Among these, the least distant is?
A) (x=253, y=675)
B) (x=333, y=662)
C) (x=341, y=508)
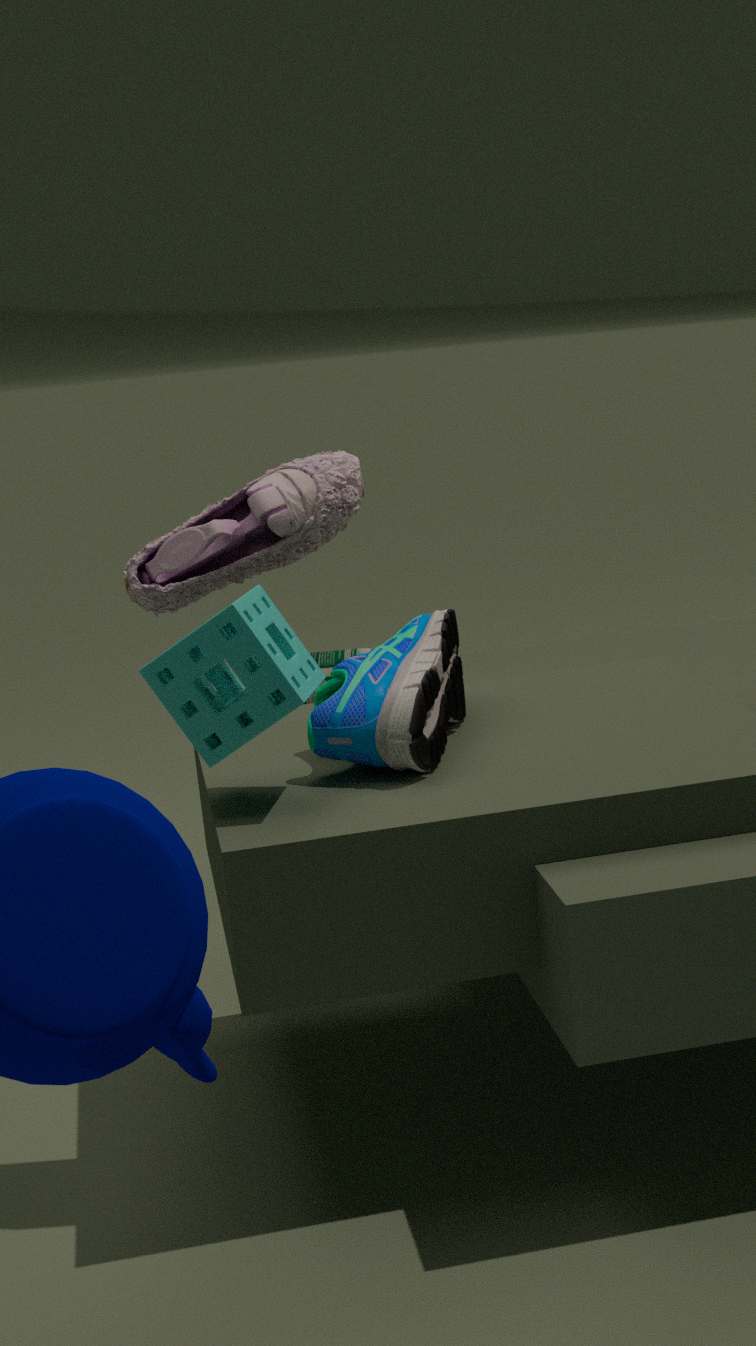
(x=253, y=675)
